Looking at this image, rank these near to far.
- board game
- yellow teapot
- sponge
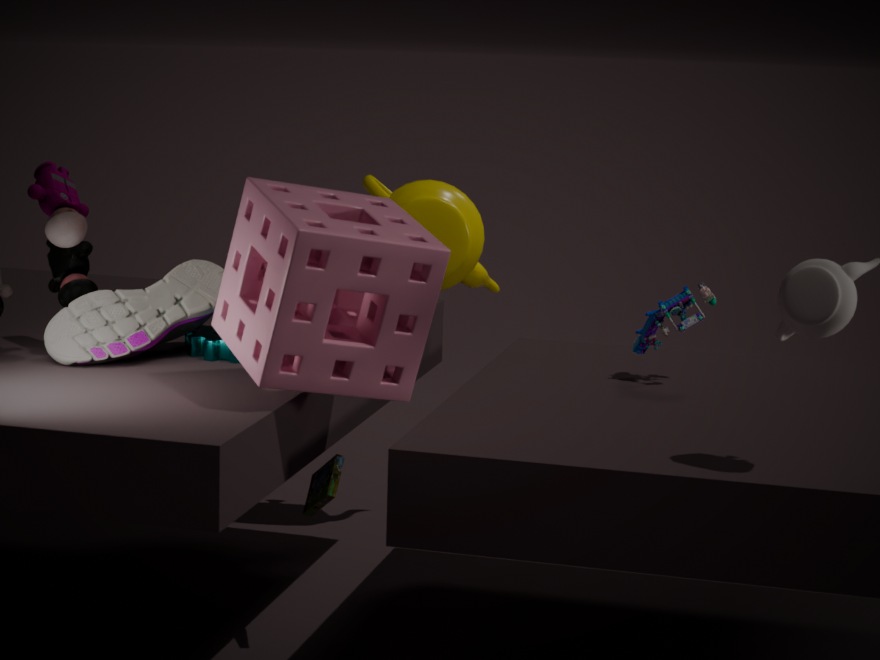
1. sponge
2. board game
3. yellow teapot
